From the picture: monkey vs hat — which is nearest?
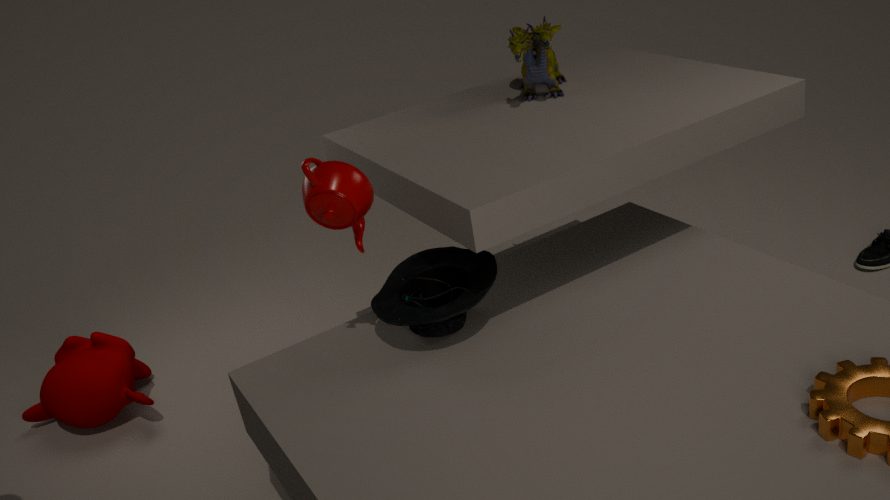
hat
